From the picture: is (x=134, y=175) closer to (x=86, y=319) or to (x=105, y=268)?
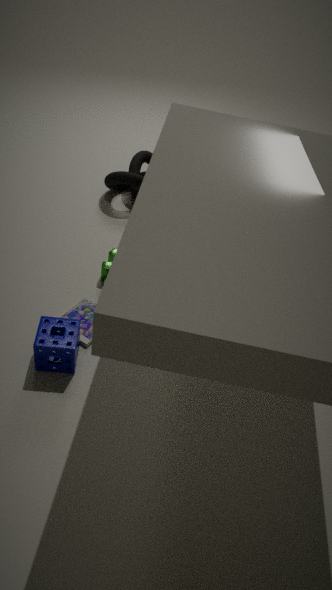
(x=105, y=268)
